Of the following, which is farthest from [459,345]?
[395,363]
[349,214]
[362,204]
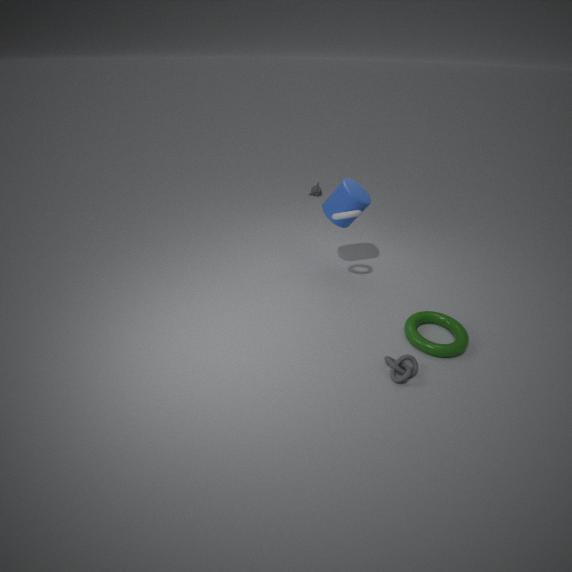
[362,204]
